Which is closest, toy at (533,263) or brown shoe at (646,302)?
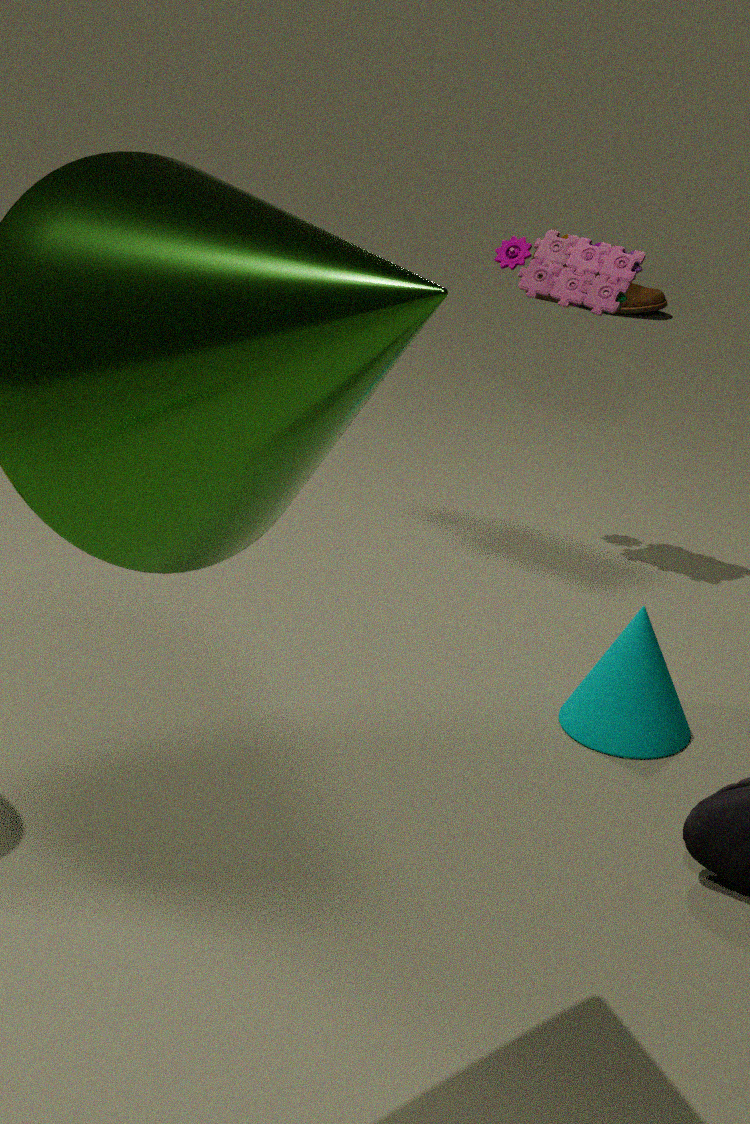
toy at (533,263)
